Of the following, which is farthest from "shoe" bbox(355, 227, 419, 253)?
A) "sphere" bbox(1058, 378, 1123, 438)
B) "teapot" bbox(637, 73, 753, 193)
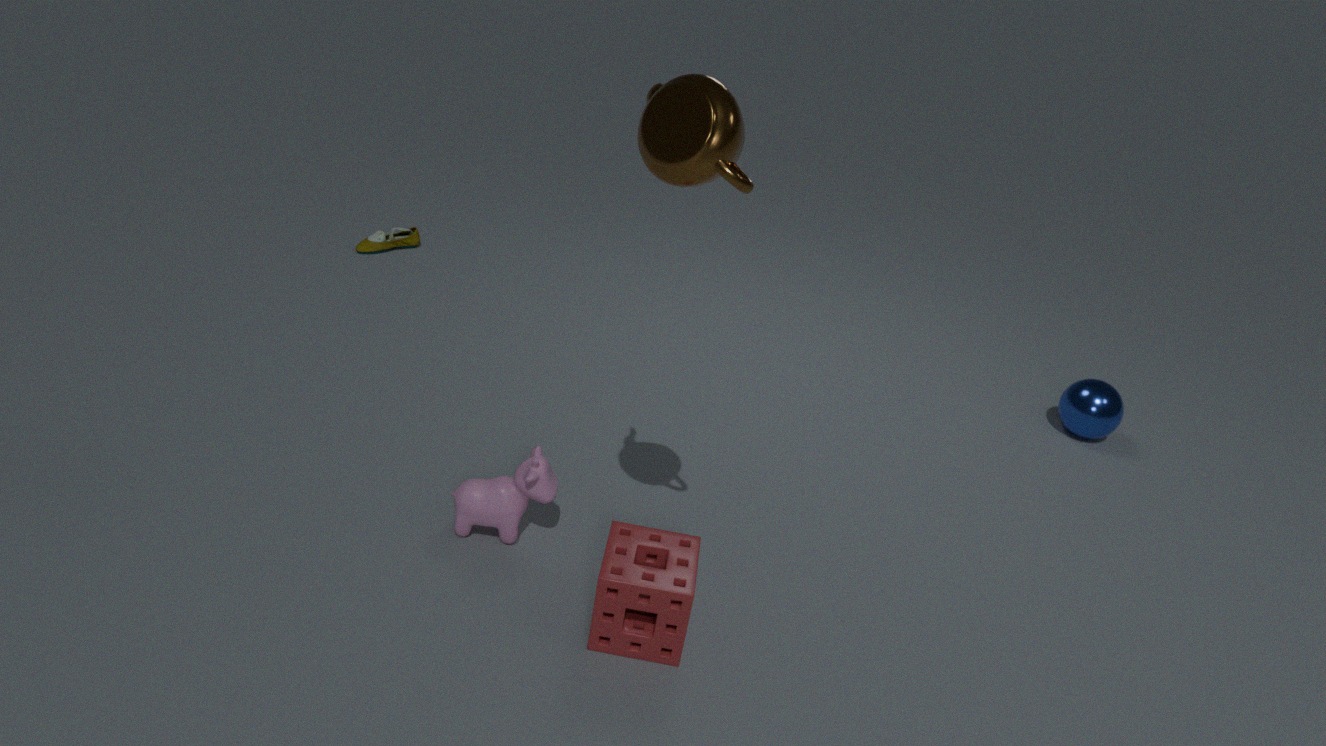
"sphere" bbox(1058, 378, 1123, 438)
